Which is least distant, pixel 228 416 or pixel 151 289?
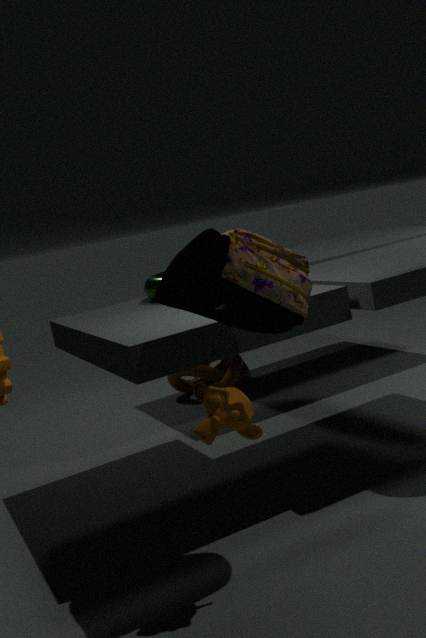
pixel 228 416
